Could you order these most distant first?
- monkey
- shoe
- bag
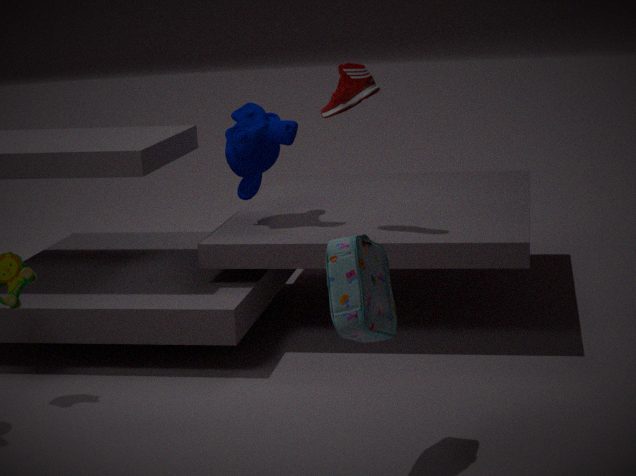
1. monkey
2. shoe
3. bag
